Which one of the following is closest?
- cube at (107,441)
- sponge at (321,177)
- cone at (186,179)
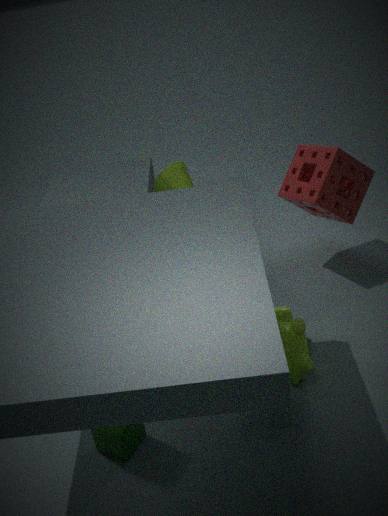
cube at (107,441)
